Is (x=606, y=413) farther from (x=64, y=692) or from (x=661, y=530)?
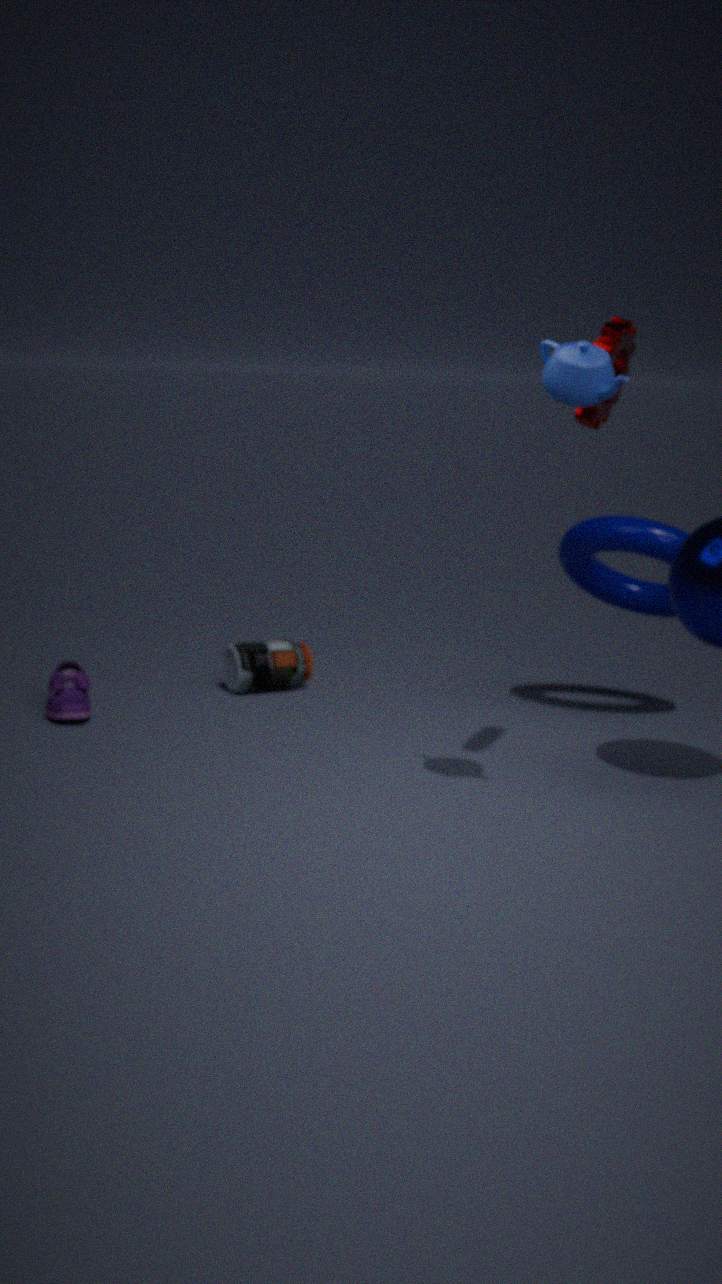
(x=64, y=692)
